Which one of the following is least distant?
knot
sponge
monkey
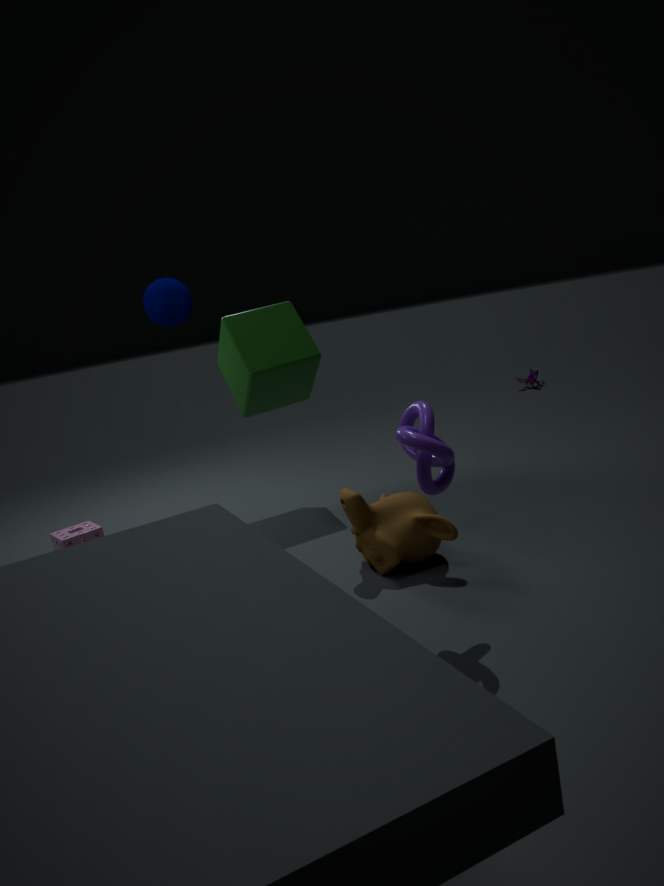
knot
